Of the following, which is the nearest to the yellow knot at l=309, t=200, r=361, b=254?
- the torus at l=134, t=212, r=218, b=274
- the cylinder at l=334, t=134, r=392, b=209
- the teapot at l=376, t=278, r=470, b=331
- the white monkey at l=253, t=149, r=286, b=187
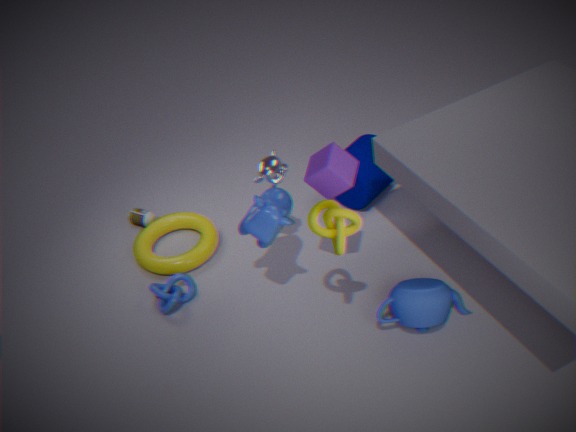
the teapot at l=376, t=278, r=470, b=331
